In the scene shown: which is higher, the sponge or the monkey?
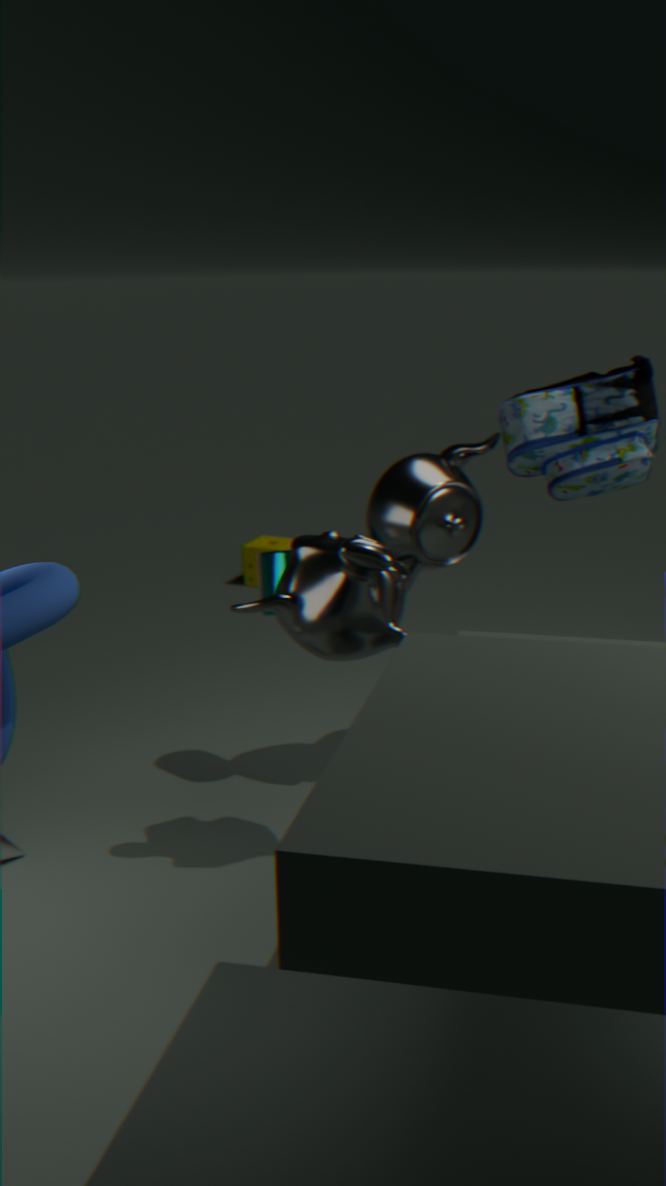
the monkey
